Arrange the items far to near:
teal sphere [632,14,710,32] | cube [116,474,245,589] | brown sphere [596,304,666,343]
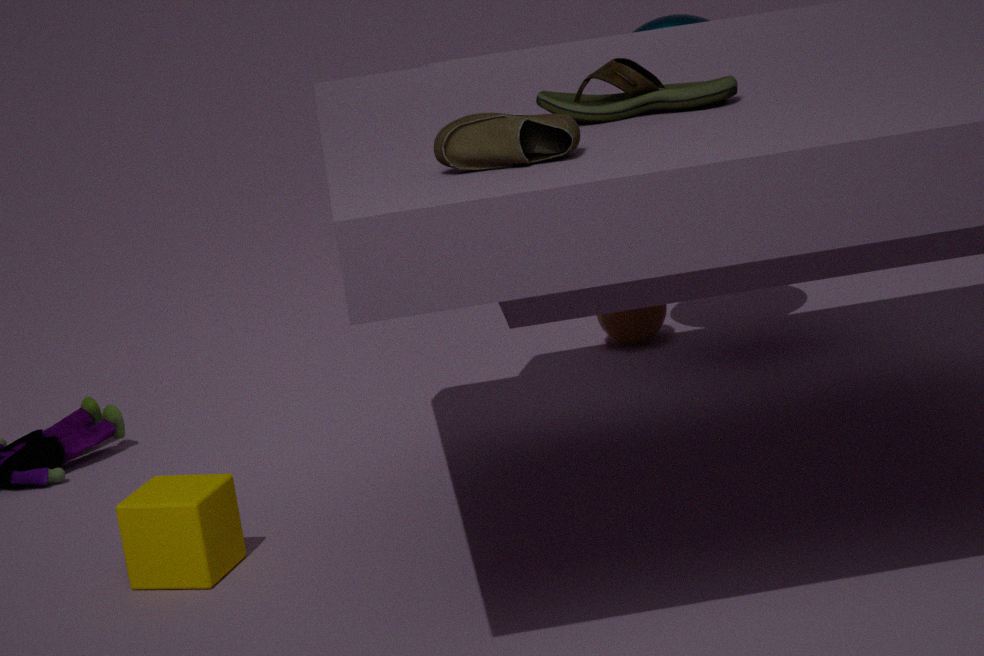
1. brown sphere [596,304,666,343]
2. teal sphere [632,14,710,32]
3. cube [116,474,245,589]
